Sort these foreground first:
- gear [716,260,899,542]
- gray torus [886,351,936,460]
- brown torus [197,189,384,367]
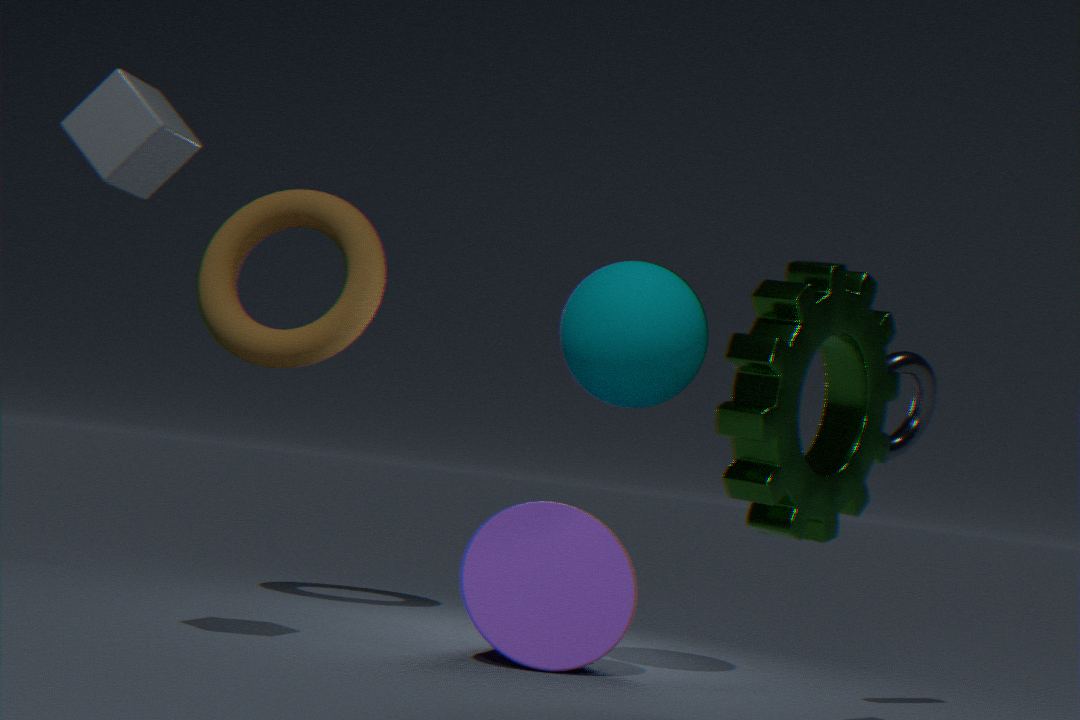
gear [716,260,899,542] < gray torus [886,351,936,460] < brown torus [197,189,384,367]
